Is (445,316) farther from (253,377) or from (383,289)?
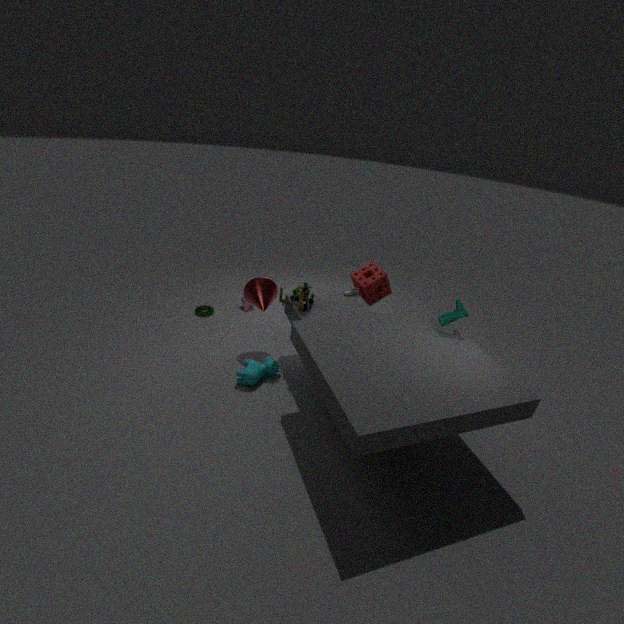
(253,377)
